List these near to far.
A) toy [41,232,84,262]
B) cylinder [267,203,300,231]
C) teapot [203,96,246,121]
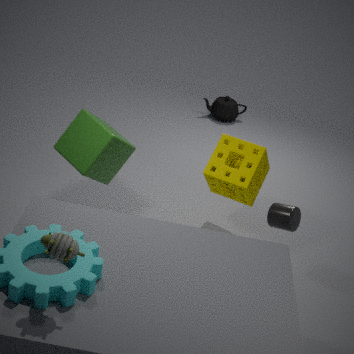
toy [41,232,84,262]
cylinder [267,203,300,231]
teapot [203,96,246,121]
